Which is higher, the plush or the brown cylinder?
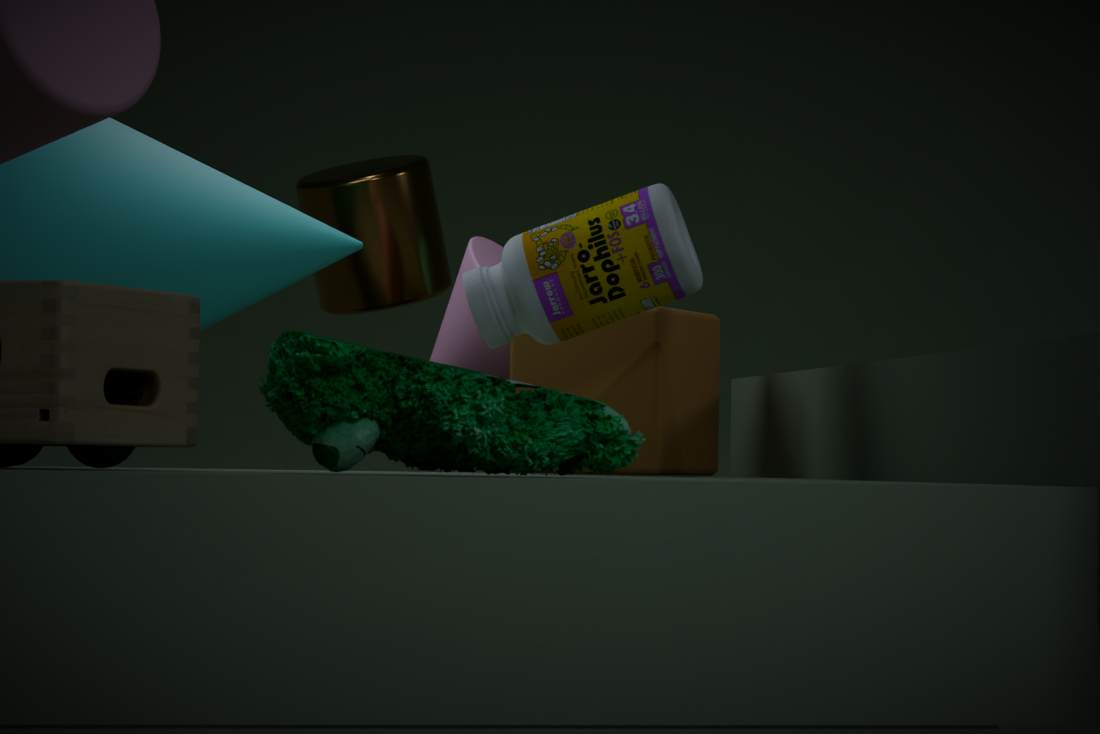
the brown cylinder
